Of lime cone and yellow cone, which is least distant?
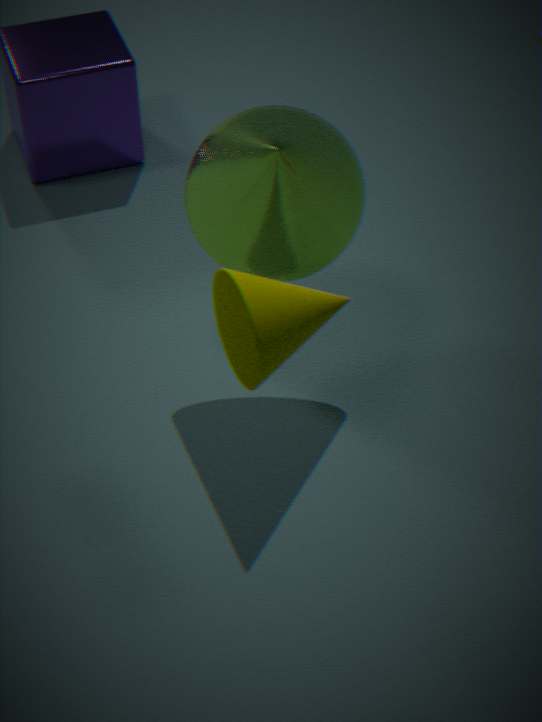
yellow cone
